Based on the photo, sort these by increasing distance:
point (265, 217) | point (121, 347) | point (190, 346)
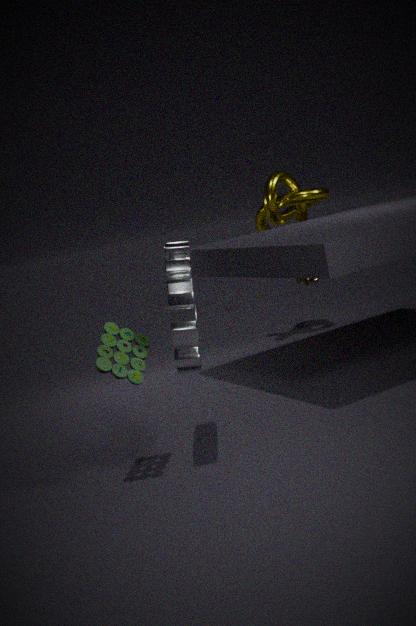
point (190, 346) < point (121, 347) < point (265, 217)
